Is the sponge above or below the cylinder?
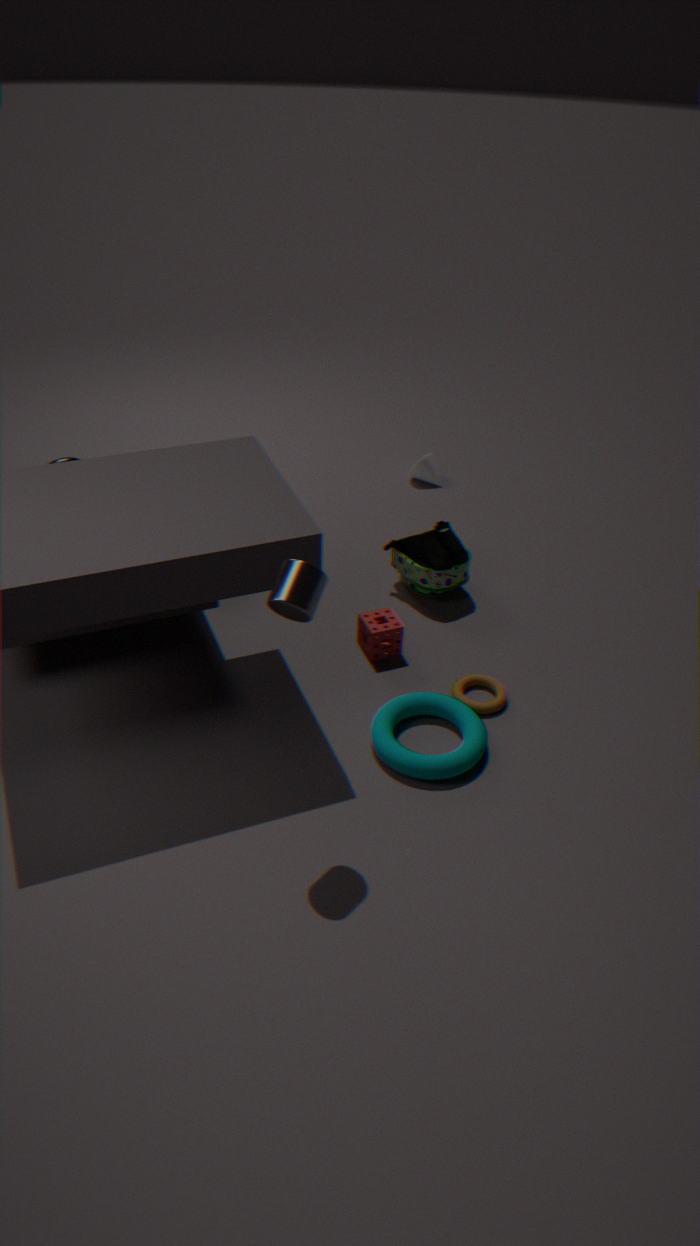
below
